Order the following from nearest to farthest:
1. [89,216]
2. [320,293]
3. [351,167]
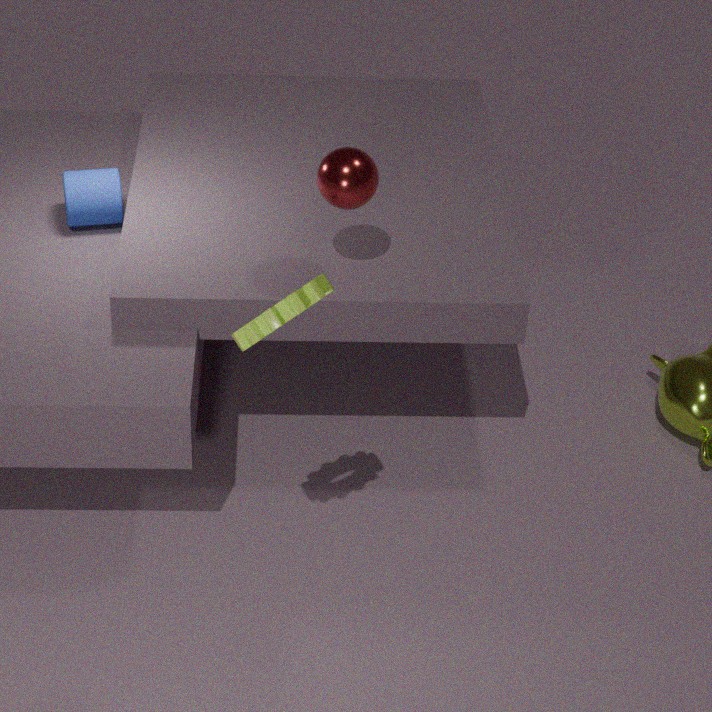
[320,293]
[351,167]
[89,216]
